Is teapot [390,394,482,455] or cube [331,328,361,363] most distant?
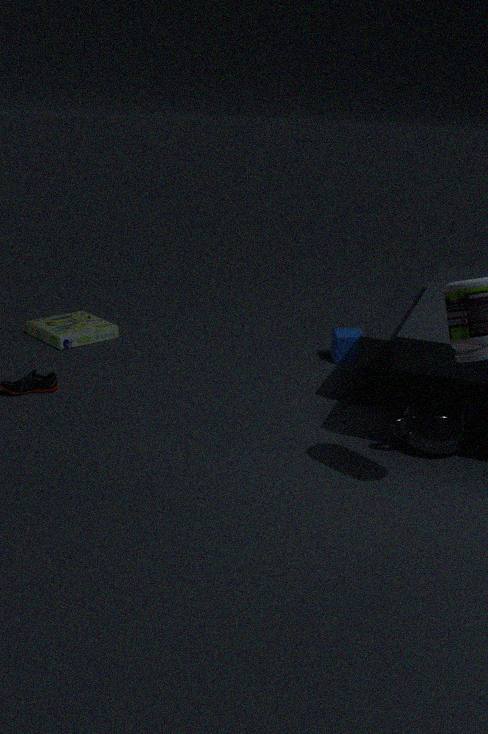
cube [331,328,361,363]
